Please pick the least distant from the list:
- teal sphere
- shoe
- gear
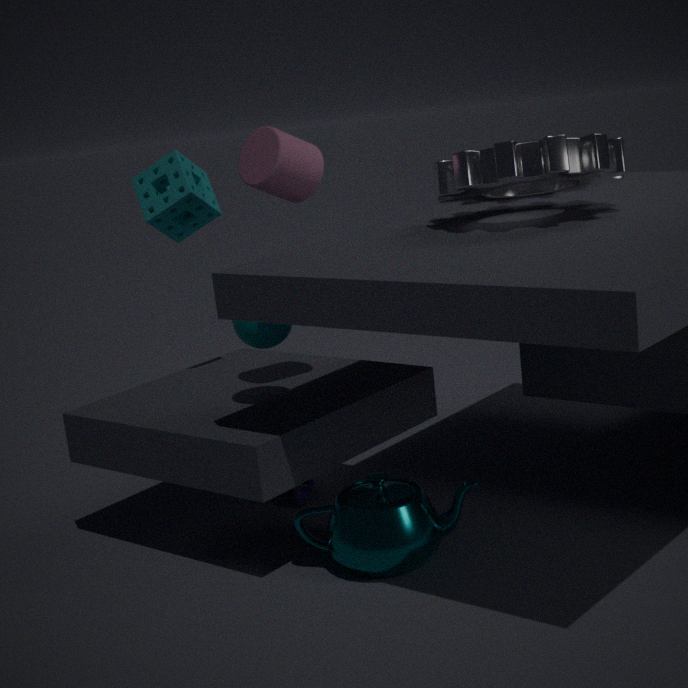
gear
